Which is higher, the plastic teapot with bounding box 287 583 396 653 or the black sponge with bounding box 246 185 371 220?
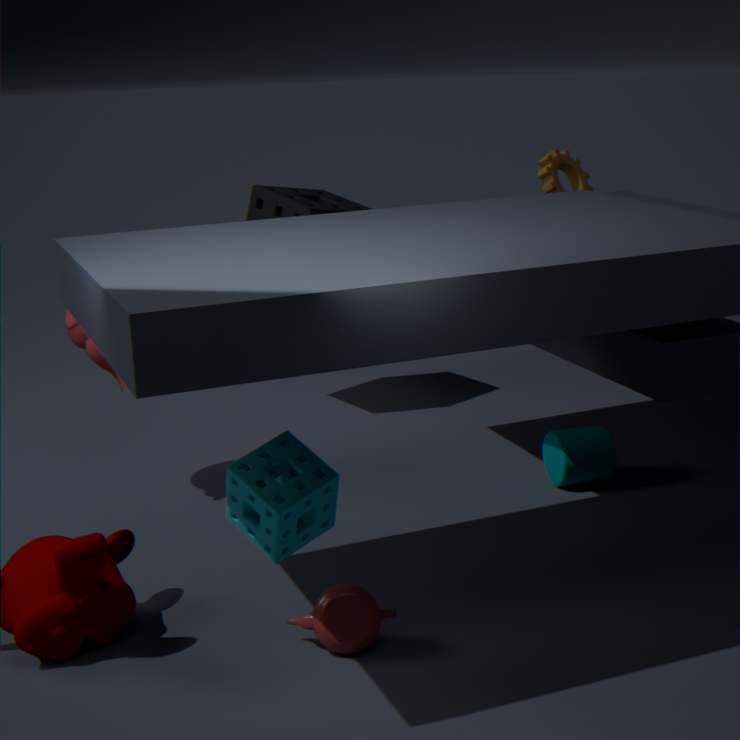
the black sponge with bounding box 246 185 371 220
